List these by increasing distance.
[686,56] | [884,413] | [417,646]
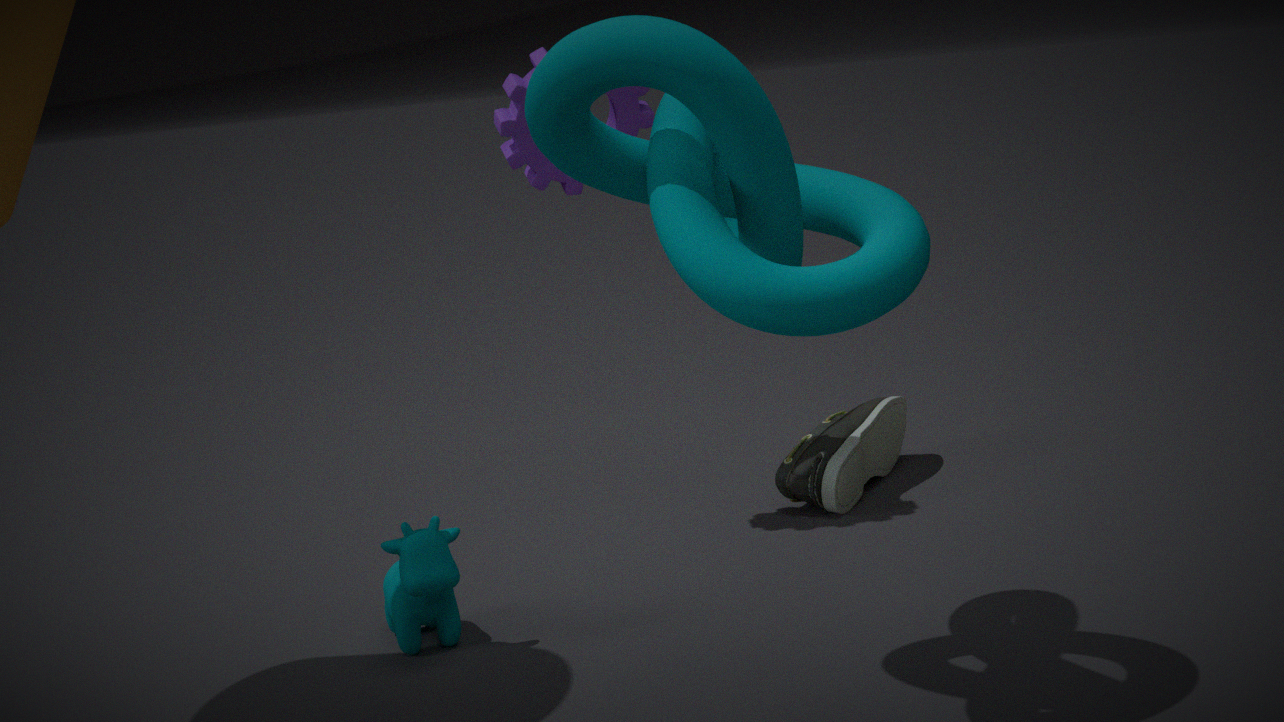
1. [686,56]
2. [417,646]
3. [884,413]
